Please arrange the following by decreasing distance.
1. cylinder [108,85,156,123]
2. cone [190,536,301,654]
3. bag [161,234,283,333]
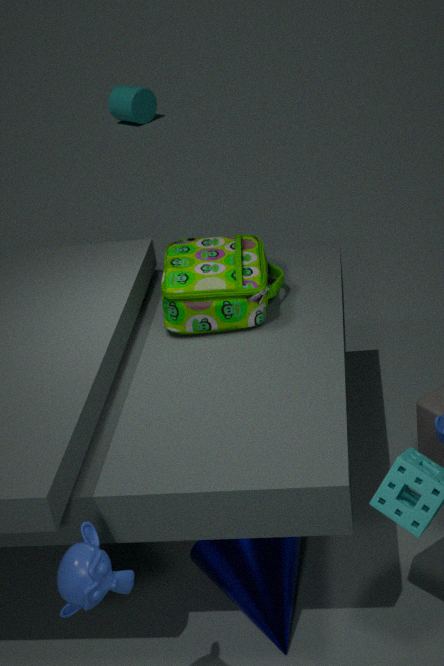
cylinder [108,85,156,123] < bag [161,234,283,333] < cone [190,536,301,654]
